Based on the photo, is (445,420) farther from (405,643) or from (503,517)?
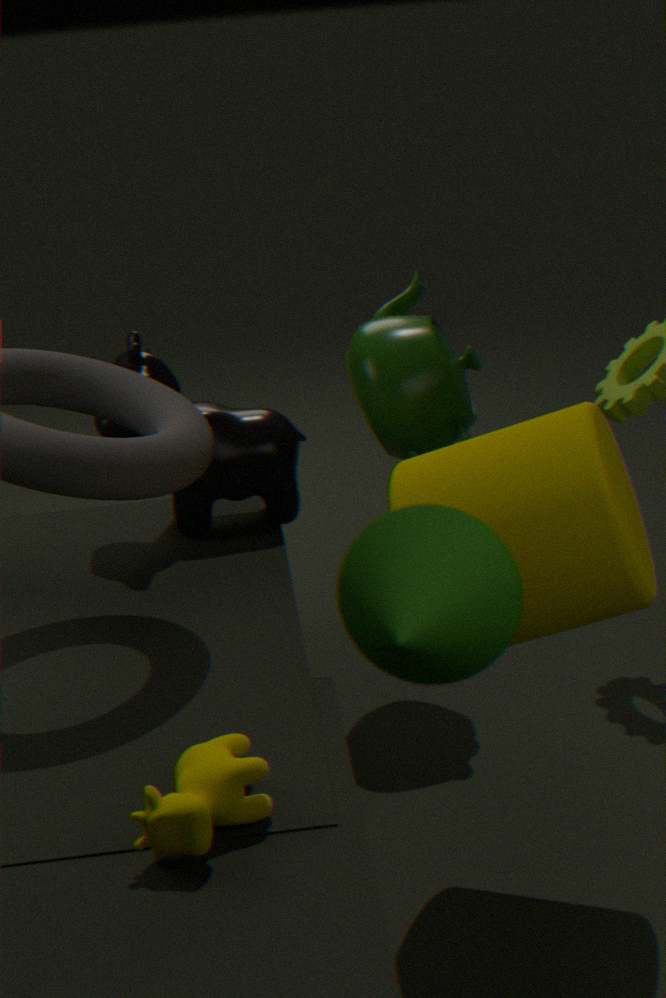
(405,643)
